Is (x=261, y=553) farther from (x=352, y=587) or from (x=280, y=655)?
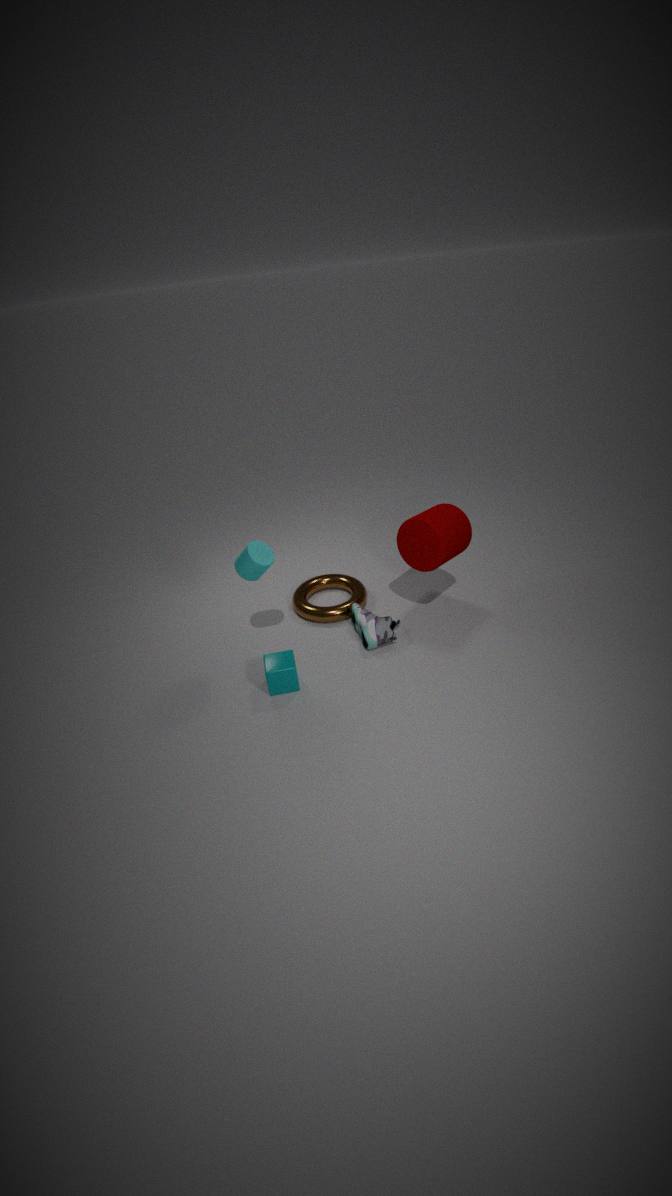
(x=352, y=587)
